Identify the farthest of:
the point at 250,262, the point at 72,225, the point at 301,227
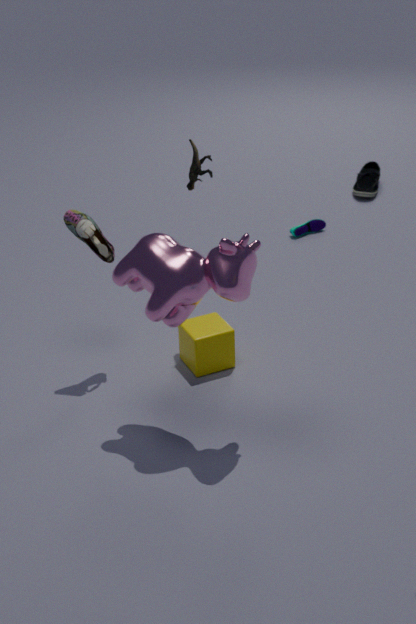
the point at 301,227
